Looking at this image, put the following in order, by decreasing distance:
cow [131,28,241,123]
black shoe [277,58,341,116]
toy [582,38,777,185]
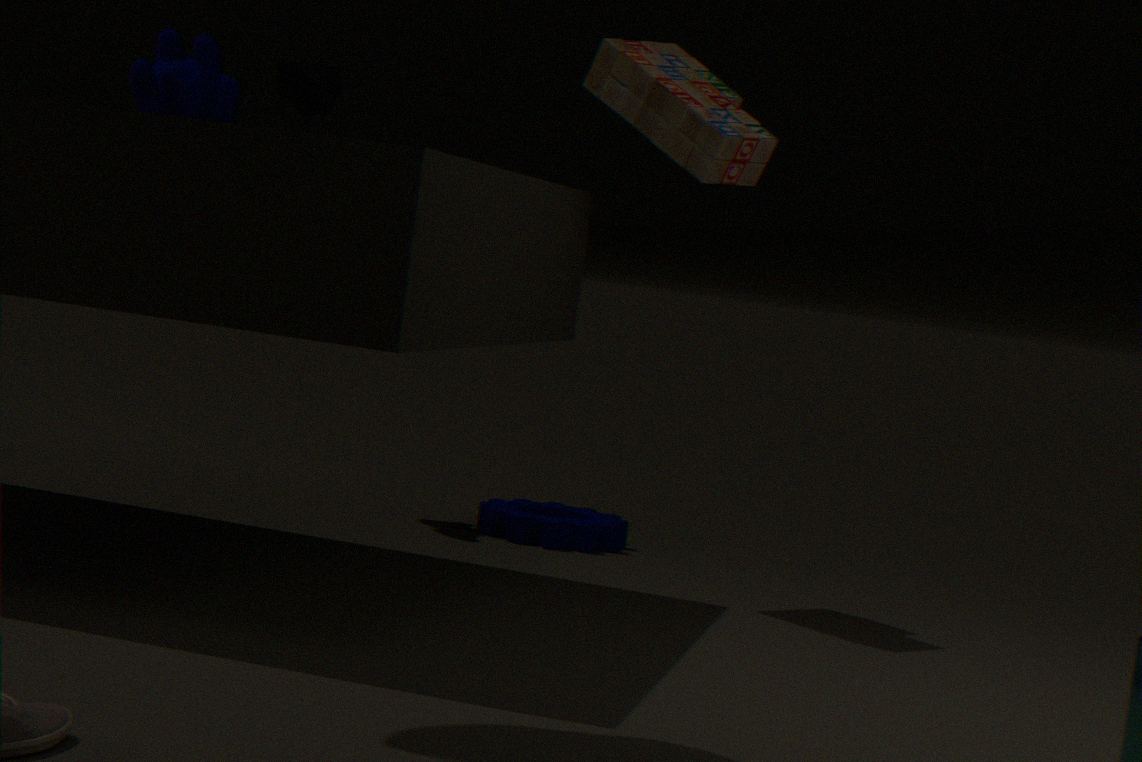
1. black shoe [277,58,341,116]
2. cow [131,28,241,123]
3. toy [582,38,777,185]
